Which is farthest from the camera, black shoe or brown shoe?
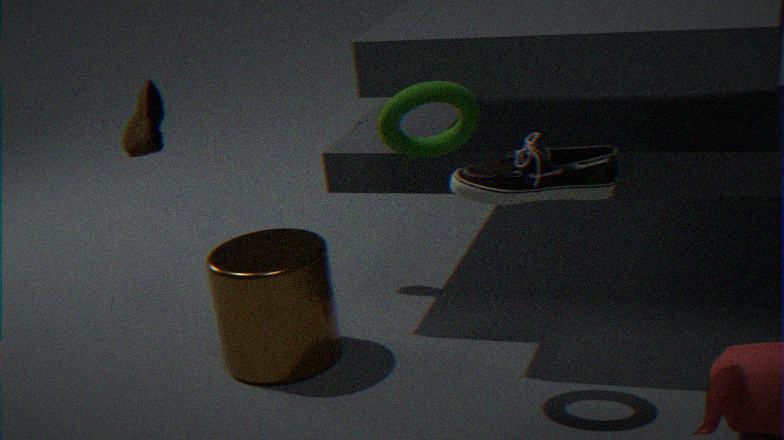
brown shoe
